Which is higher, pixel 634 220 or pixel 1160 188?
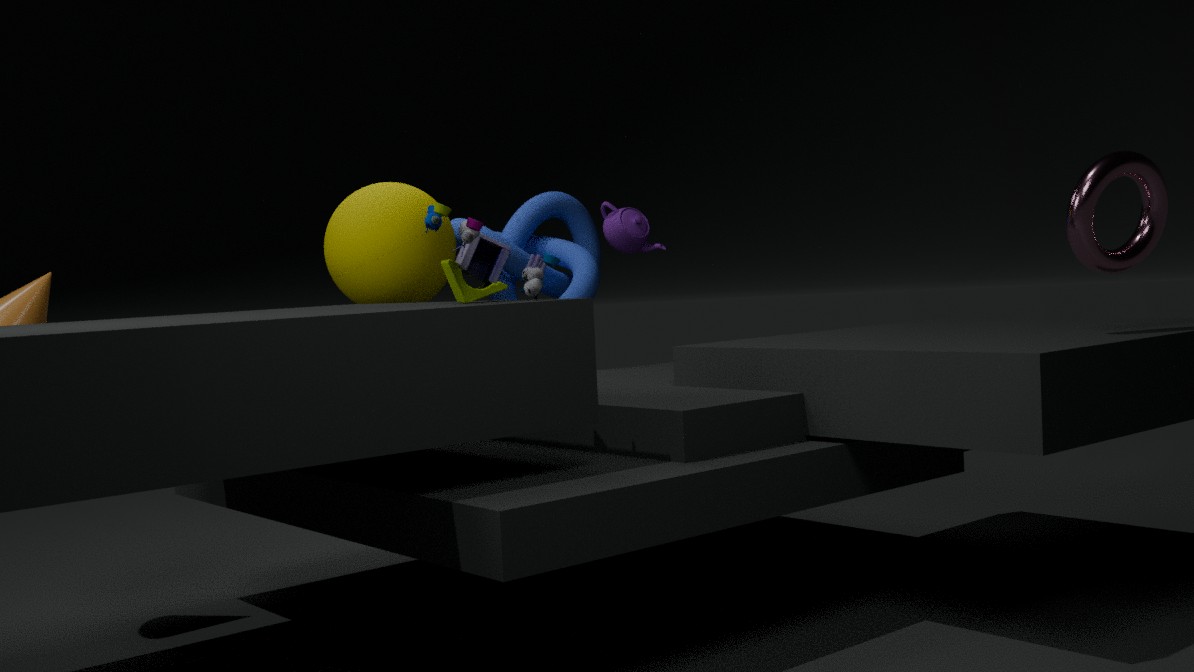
pixel 634 220
